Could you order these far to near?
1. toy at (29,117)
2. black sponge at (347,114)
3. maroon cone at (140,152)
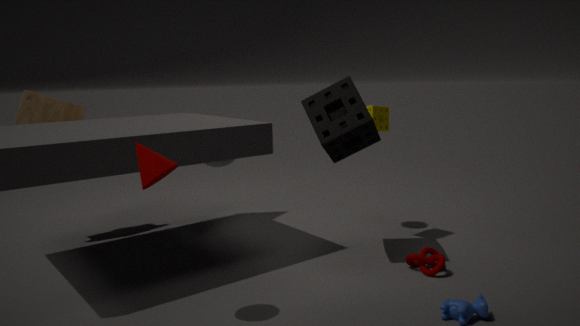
toy at (29,117), black sponge at (347,114), maroon cone at (140,152)
